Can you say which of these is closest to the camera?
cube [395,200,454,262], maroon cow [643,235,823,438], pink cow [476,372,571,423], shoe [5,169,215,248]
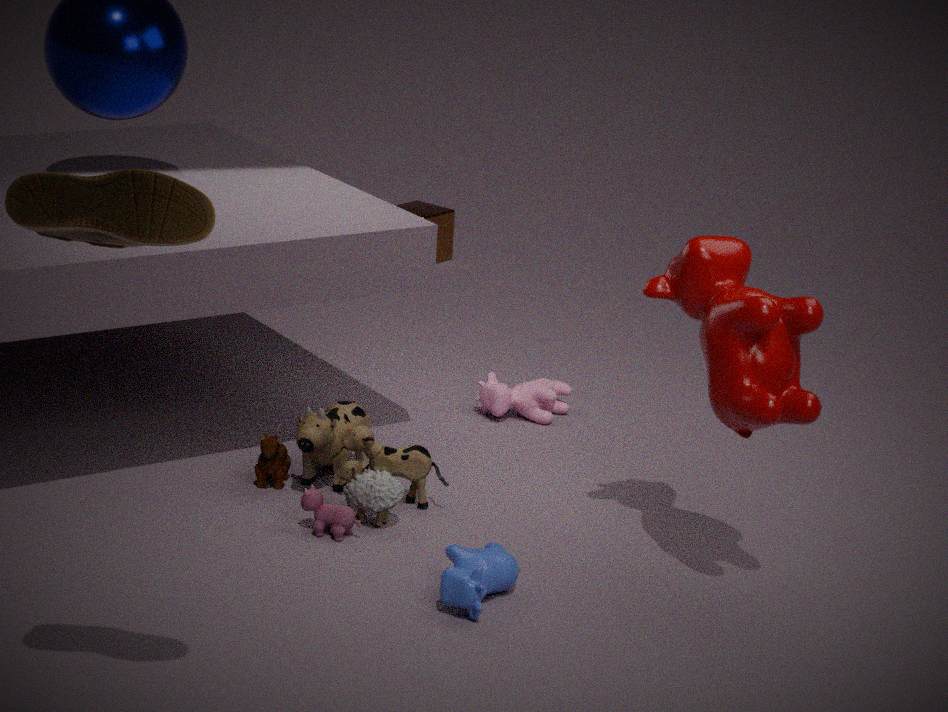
shoe [5,169,215,248]
